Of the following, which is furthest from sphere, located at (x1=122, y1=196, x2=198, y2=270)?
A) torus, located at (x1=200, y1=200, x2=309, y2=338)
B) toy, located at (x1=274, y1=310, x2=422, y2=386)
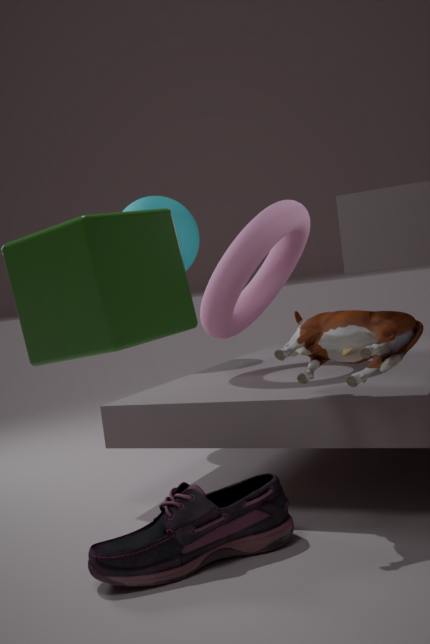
toy, located at (x1=274, y1=310, x2=422, y2=386)
